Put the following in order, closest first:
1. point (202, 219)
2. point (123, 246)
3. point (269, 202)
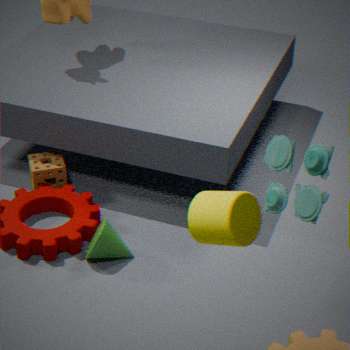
point (202, 219) → point (269, 202) → point (123, 246)
